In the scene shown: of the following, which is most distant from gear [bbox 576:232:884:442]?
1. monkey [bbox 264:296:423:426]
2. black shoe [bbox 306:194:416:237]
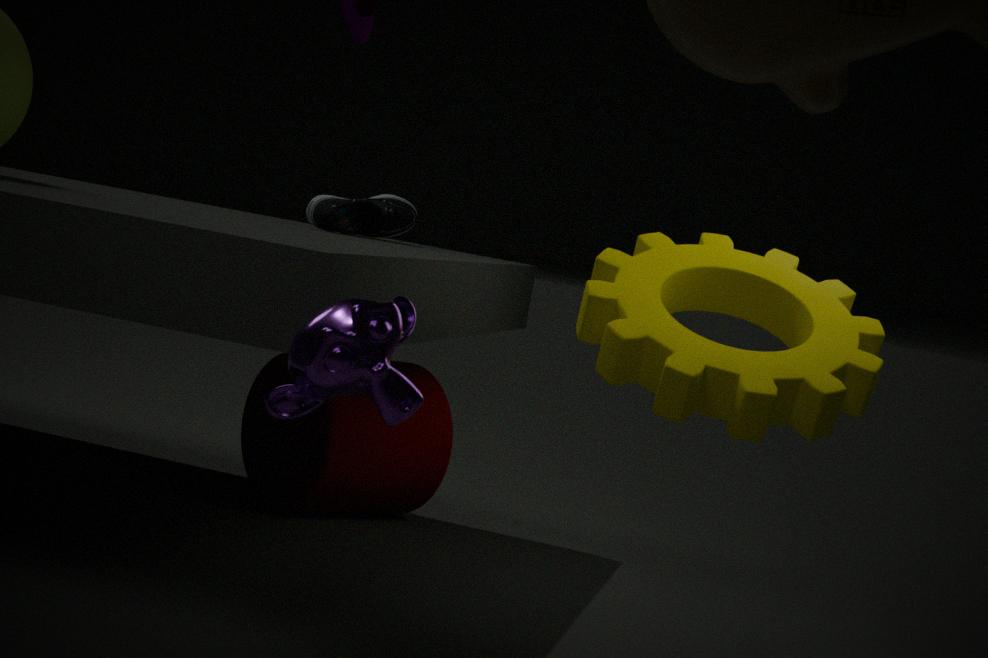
black shoe [bbox 306:194:416:237]
